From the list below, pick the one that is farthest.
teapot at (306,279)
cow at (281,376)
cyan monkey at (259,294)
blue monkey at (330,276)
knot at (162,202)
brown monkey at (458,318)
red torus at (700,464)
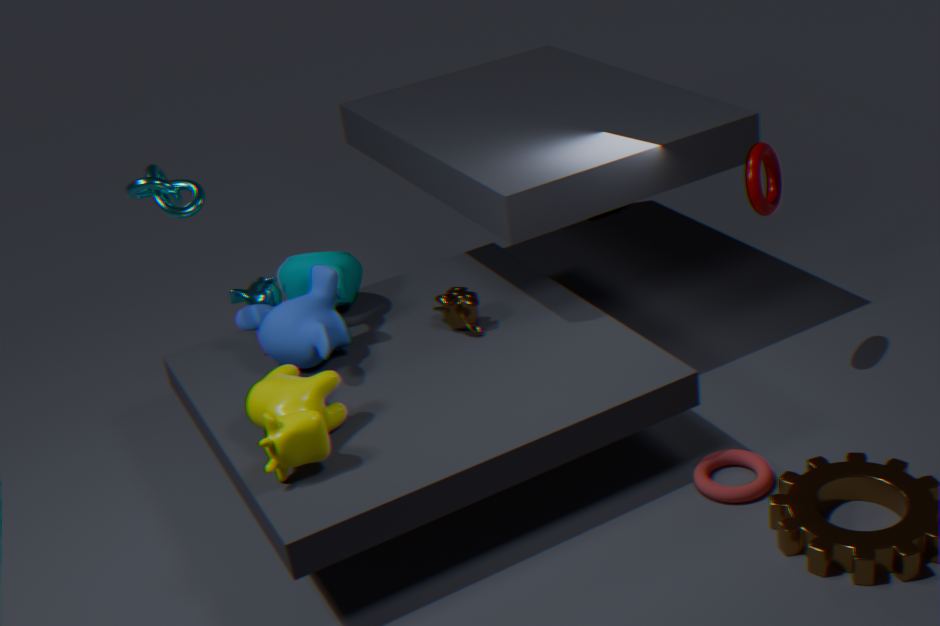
cyan monkey at (259,294)
